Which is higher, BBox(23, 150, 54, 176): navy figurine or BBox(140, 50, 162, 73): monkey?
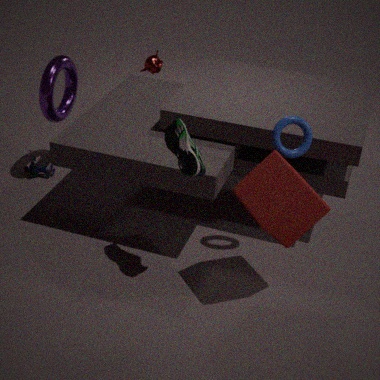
BBox(140, 50, 162, 73): monkey
